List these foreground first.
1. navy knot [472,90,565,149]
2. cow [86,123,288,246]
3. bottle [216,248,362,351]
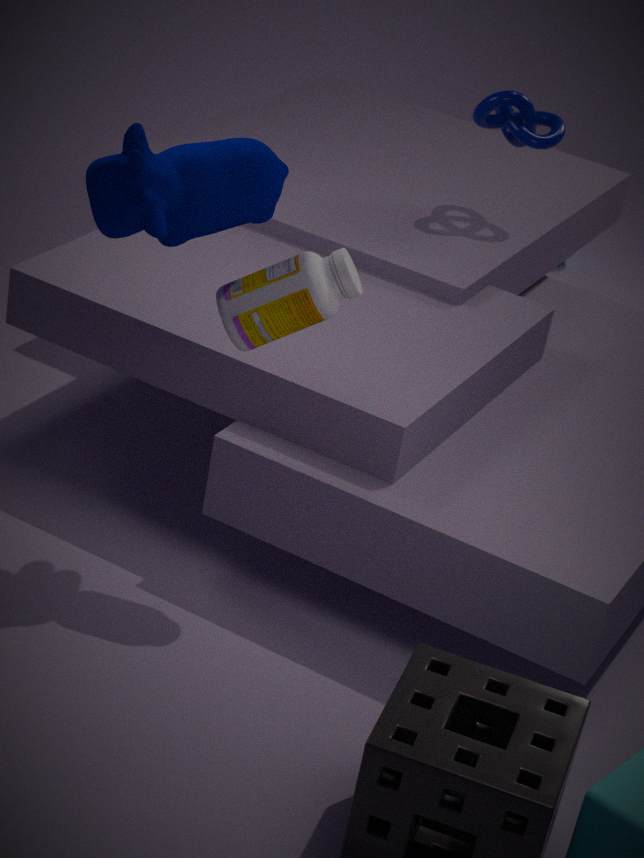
cow [86,123,288,246], bottle [216,248,362,351], navy knot [472,90,565,149]
